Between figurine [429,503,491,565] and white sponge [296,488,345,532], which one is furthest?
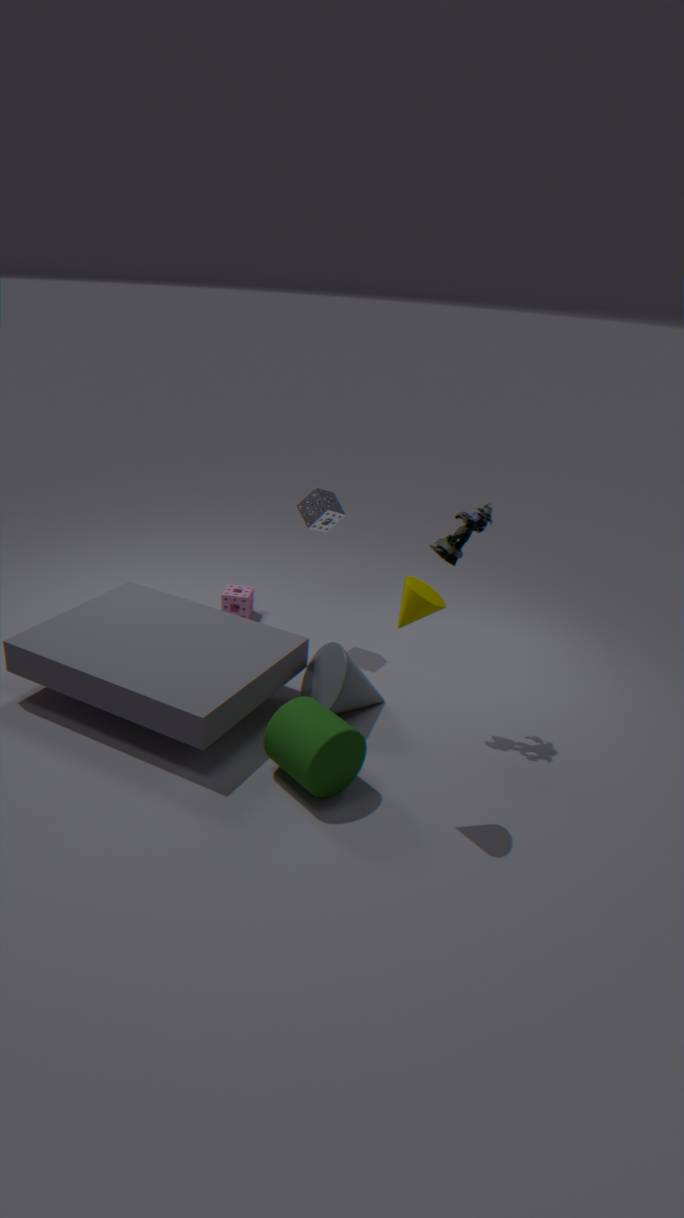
white sponge [296,488,345,532]
